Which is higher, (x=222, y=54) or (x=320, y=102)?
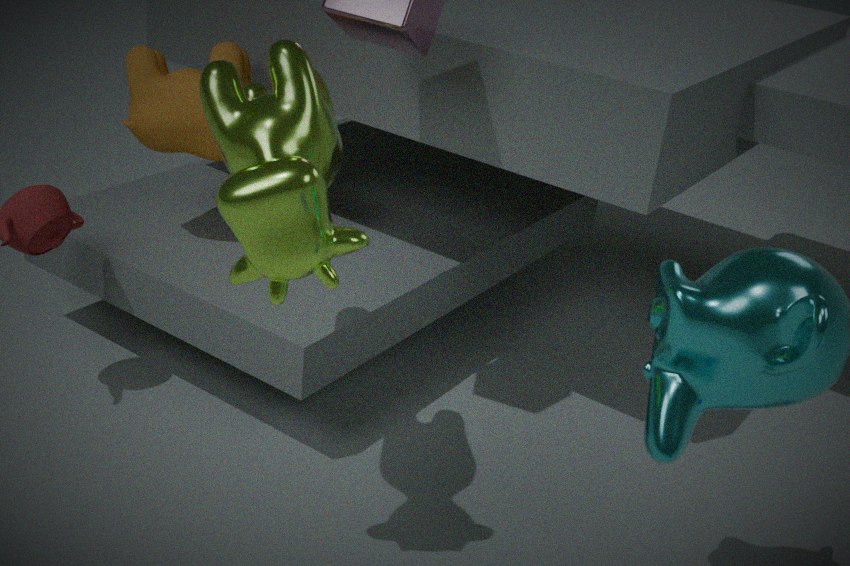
(x=320, y=102)
